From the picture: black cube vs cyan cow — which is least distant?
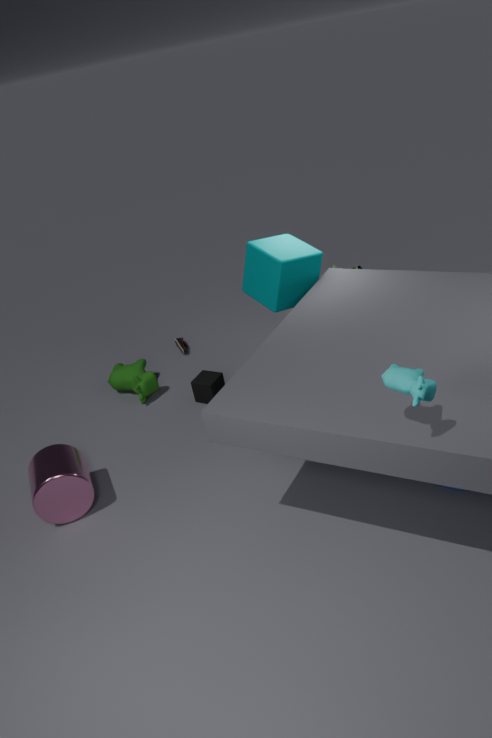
cyan cow
